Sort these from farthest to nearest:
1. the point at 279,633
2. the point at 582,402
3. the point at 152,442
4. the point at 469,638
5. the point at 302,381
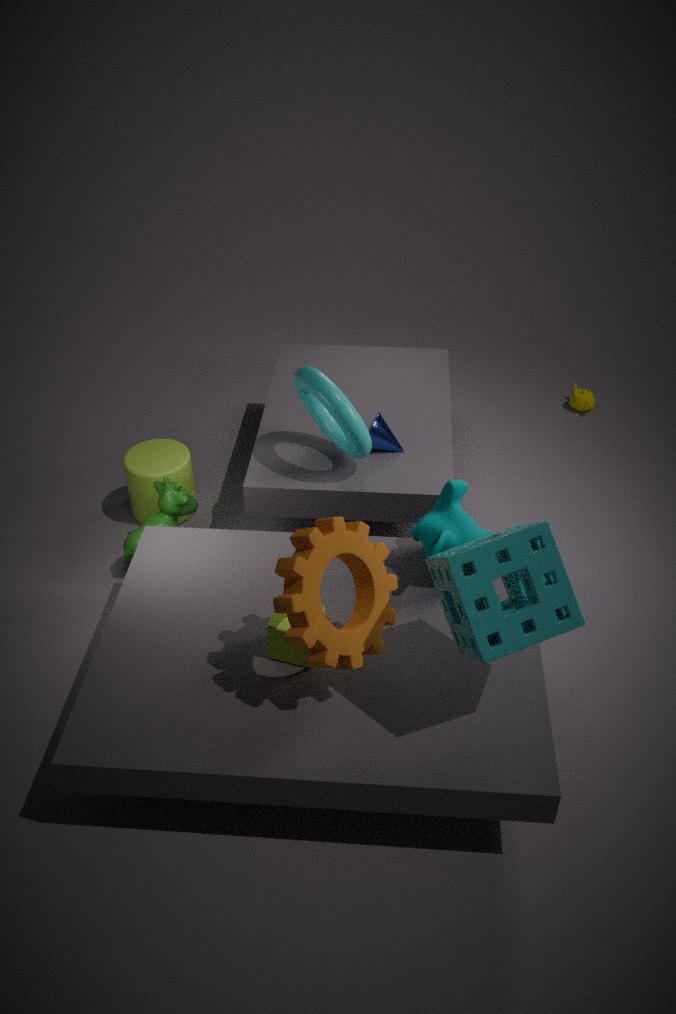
the point at 582,402 < the point at 152,442 < the point at 302,381 < the point at 279,633 < the point at 469,638
